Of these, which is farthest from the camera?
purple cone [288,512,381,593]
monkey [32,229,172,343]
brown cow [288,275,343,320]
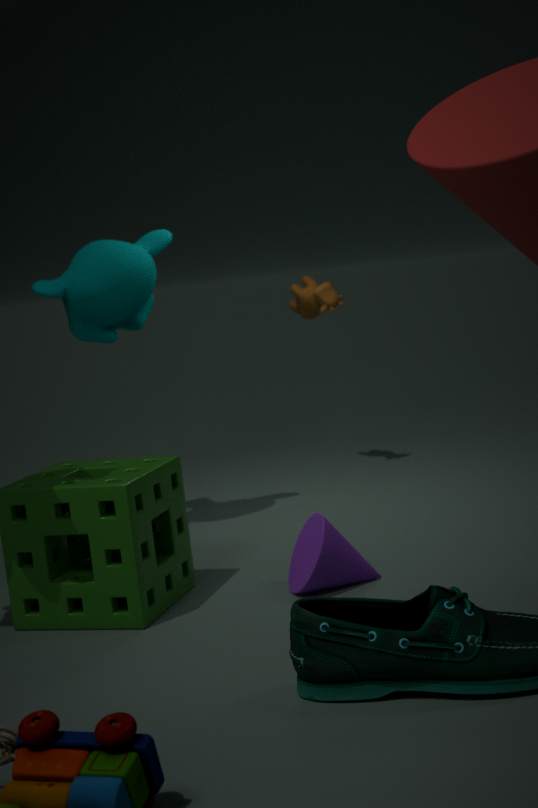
brown cow [288,275,343,320]
